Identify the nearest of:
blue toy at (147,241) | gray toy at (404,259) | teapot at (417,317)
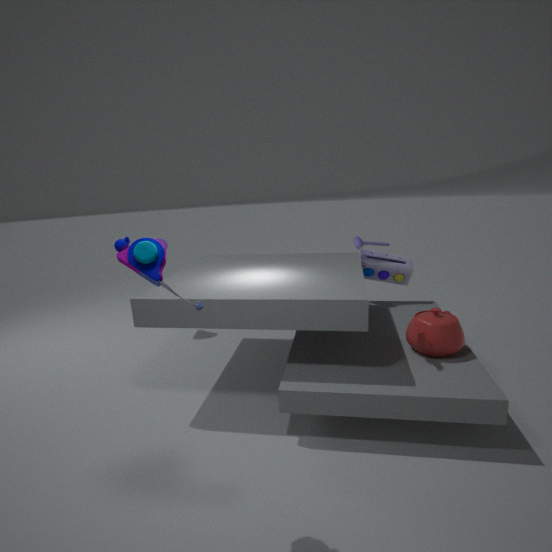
blue toy at (147,241)
